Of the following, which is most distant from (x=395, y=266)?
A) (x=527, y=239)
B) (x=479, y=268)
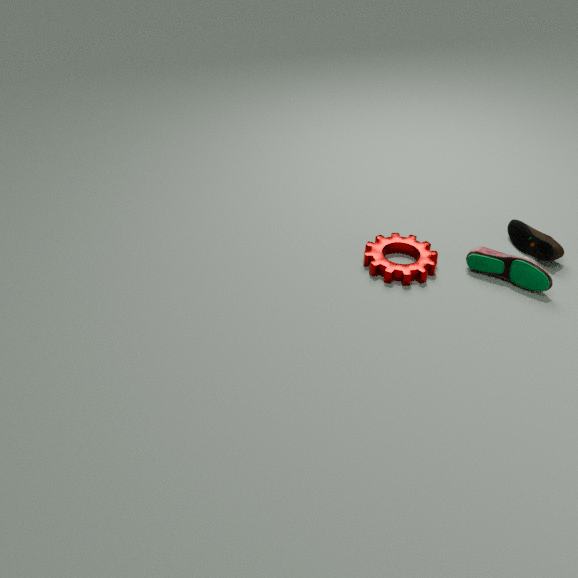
(x=527, y=239)
